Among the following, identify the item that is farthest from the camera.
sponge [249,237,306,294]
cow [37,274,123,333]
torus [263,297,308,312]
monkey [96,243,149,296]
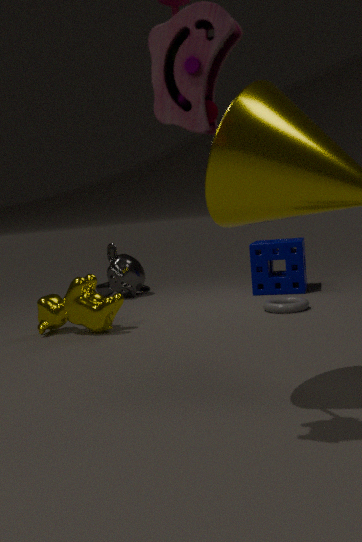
monkey [96,243,149,296]
